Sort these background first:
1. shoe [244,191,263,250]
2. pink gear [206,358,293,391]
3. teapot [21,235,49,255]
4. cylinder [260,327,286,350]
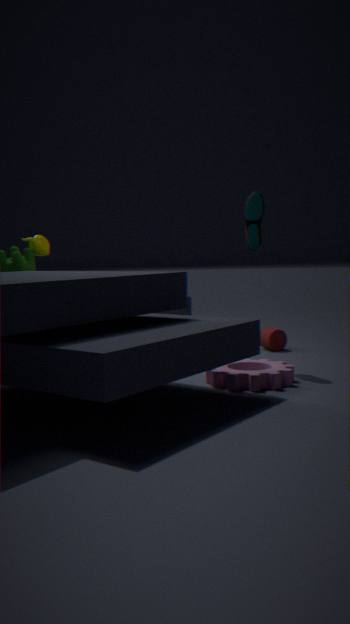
cylinder [260,327,286,350]
teapot [21,235,49,255]
shoe [244,191,263,250]
pink gear [206,358,293,391]
